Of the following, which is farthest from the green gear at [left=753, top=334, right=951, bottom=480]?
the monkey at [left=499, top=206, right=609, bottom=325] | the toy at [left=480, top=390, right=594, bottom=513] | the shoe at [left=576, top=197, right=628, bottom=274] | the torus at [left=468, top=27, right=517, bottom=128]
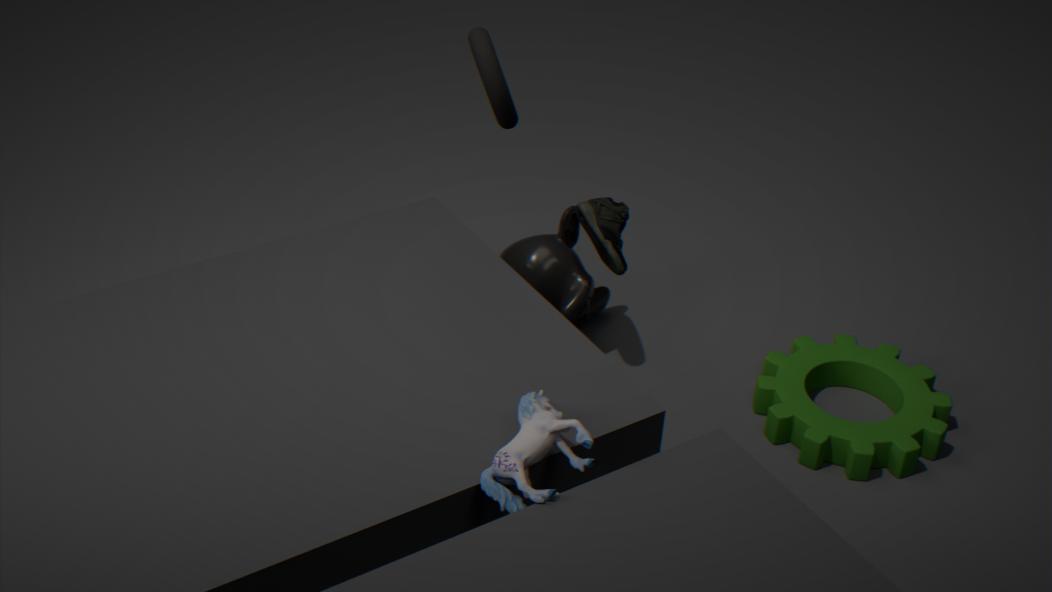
the torus at [left=468, top=27, right=517, bottom=128]
